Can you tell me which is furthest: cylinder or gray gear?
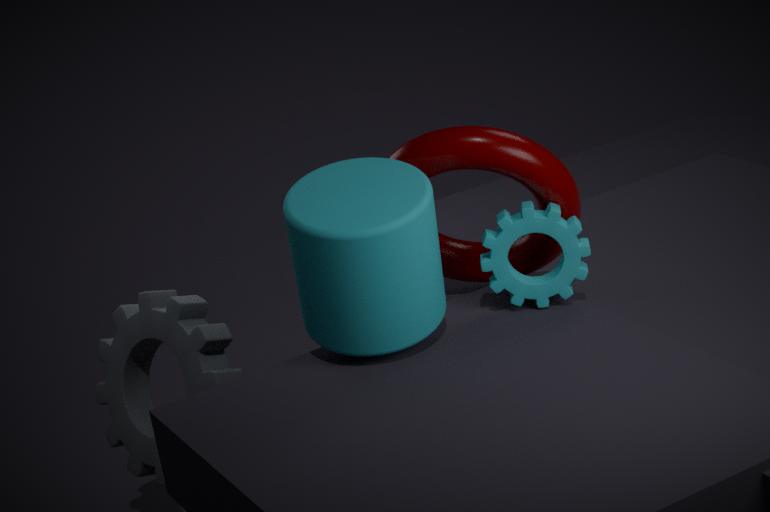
gray gear
